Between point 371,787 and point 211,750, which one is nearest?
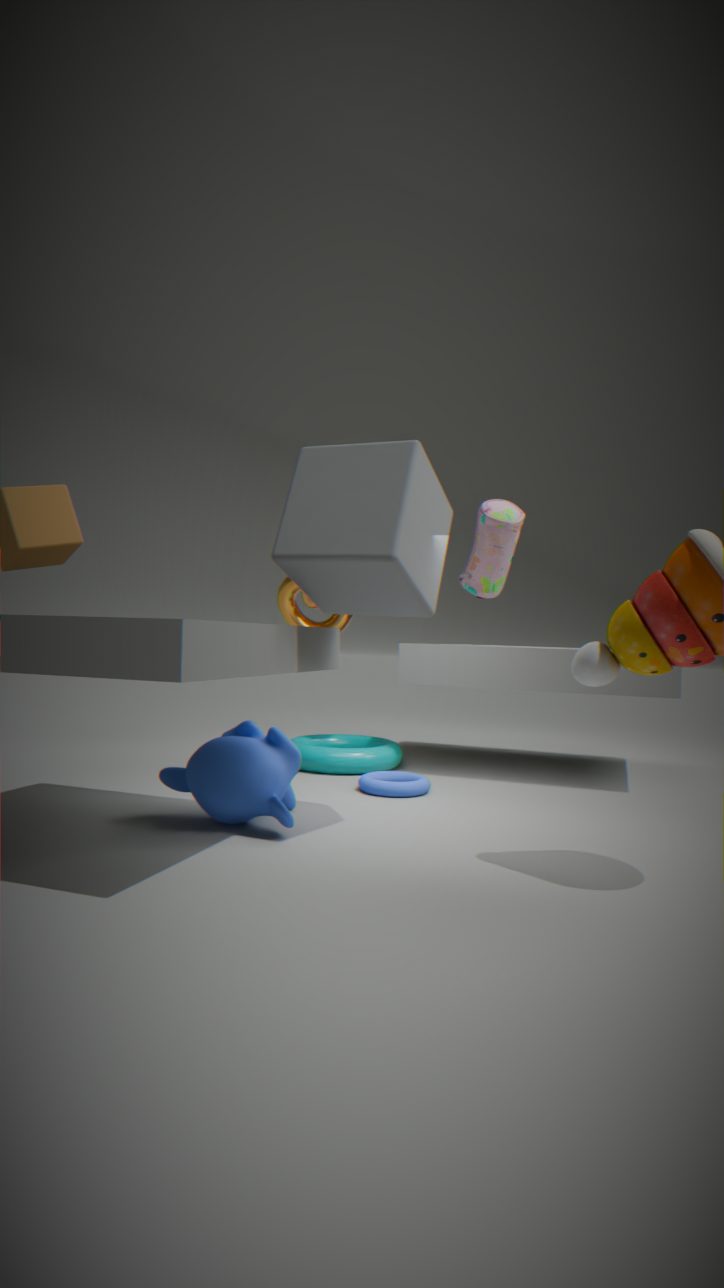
point 211,750
